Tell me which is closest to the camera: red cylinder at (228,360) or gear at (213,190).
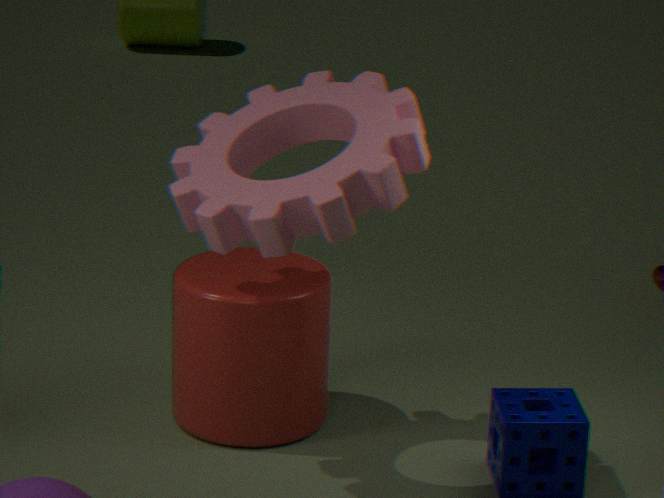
gear at (213,190)
